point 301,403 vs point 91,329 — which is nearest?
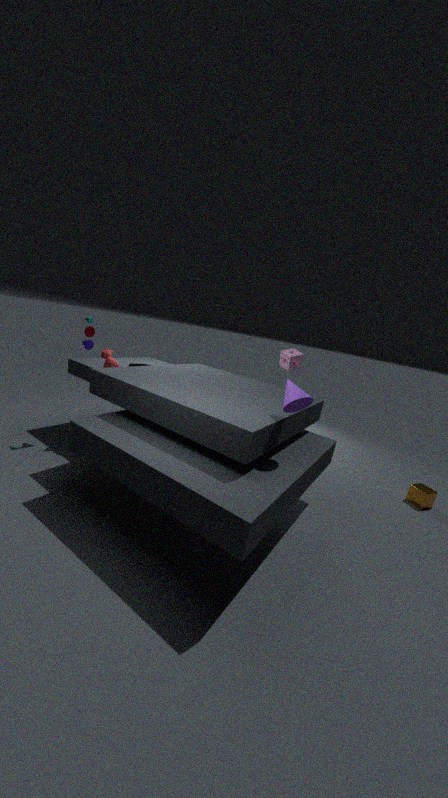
point 301,403
